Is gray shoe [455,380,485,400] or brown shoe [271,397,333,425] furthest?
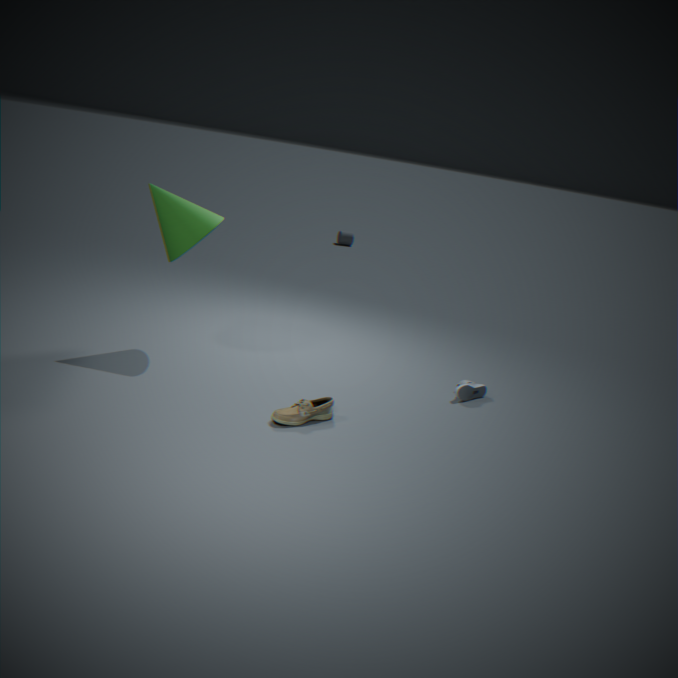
gray shoe [455,380,485,400]
